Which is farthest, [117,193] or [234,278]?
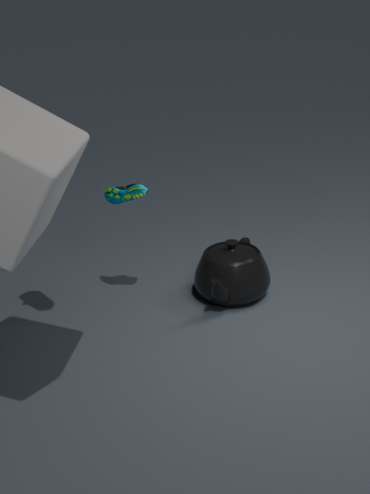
[234,278]
